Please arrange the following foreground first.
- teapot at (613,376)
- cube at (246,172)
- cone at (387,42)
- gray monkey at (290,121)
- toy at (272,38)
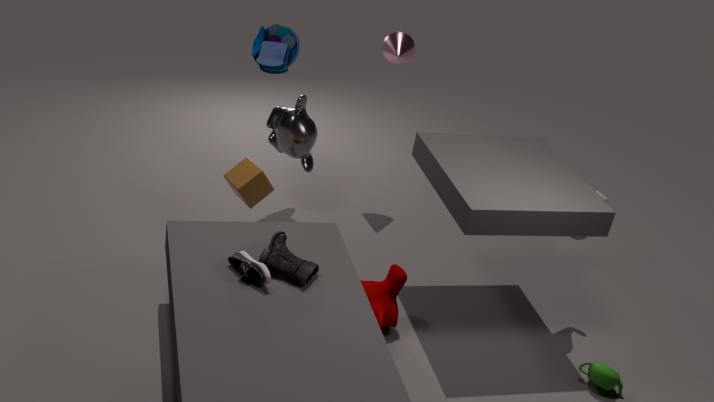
teapot at (613,376) < cube at (246,172) < toy at (272,38) < gray monkey at (290,121) < cone at (387,42)
